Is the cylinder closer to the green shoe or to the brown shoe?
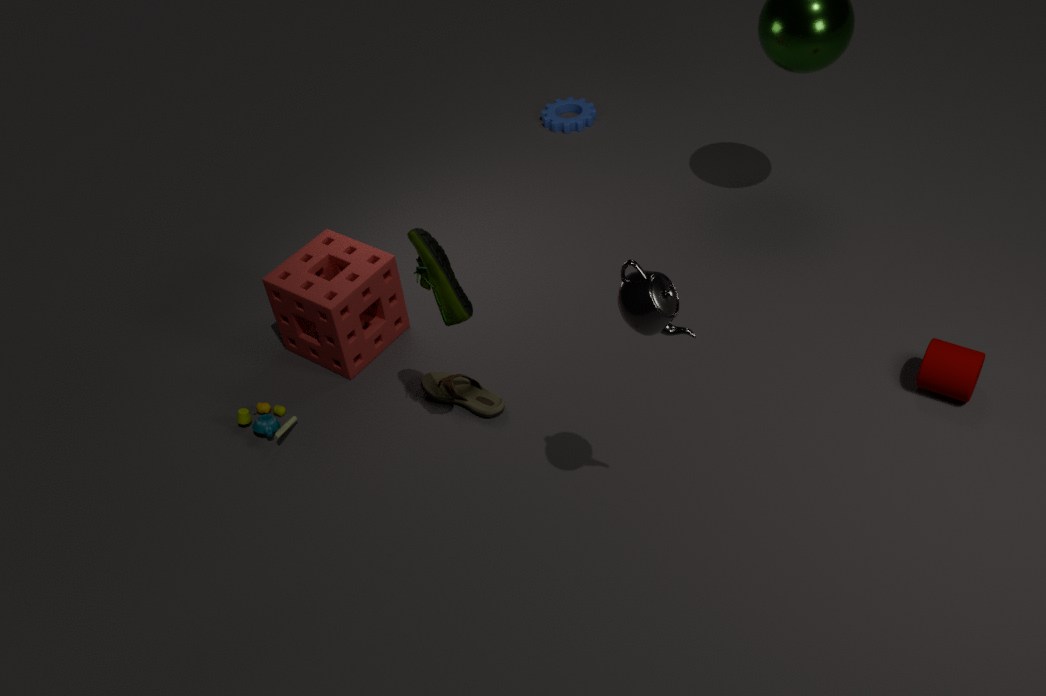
the brown shoe
